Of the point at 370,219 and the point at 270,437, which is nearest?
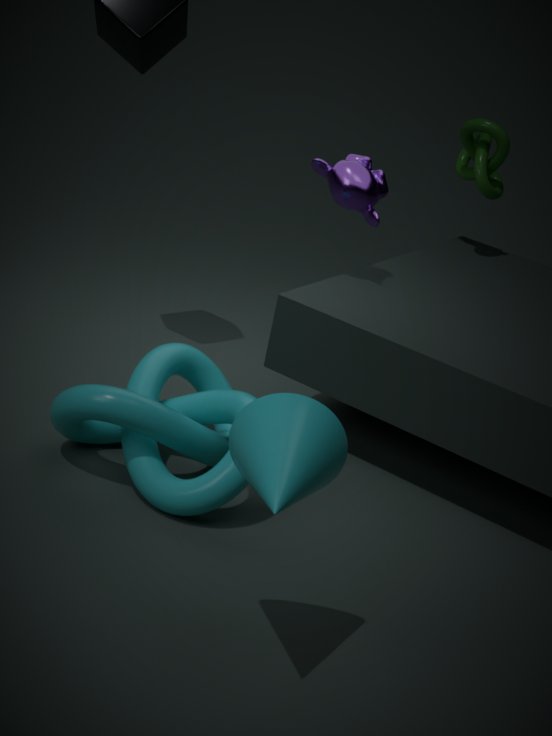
Answer: the point at 270,437
